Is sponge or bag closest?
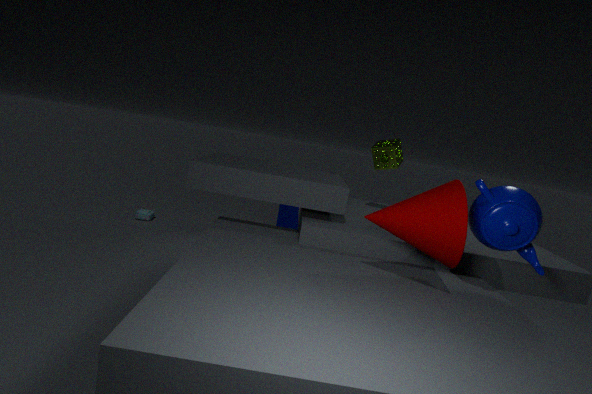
sponge
